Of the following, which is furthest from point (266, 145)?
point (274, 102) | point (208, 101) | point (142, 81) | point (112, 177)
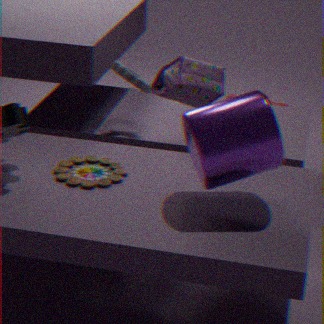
point (274, 102)
